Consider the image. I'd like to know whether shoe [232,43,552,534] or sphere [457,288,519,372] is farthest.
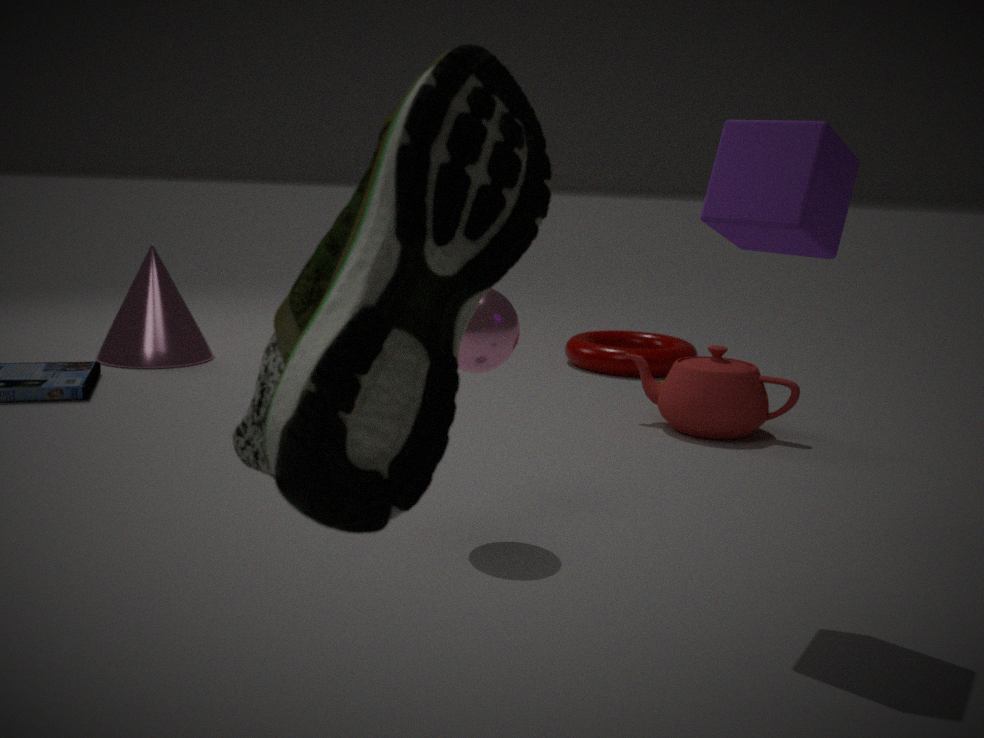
sphere [457,288,519,372]
